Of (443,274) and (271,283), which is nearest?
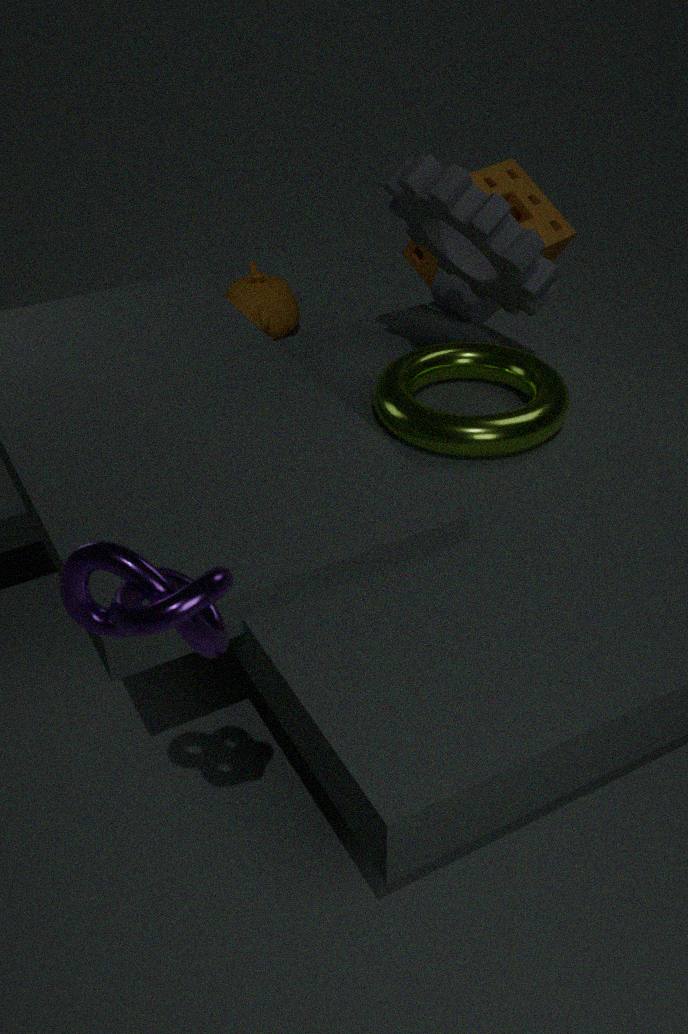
(443,274)
